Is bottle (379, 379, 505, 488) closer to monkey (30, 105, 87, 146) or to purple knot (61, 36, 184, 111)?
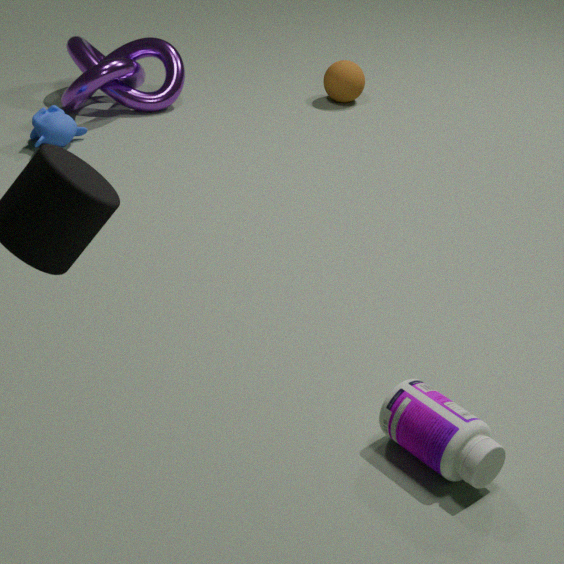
Answer: monkey (30, 105, 87, 146)
